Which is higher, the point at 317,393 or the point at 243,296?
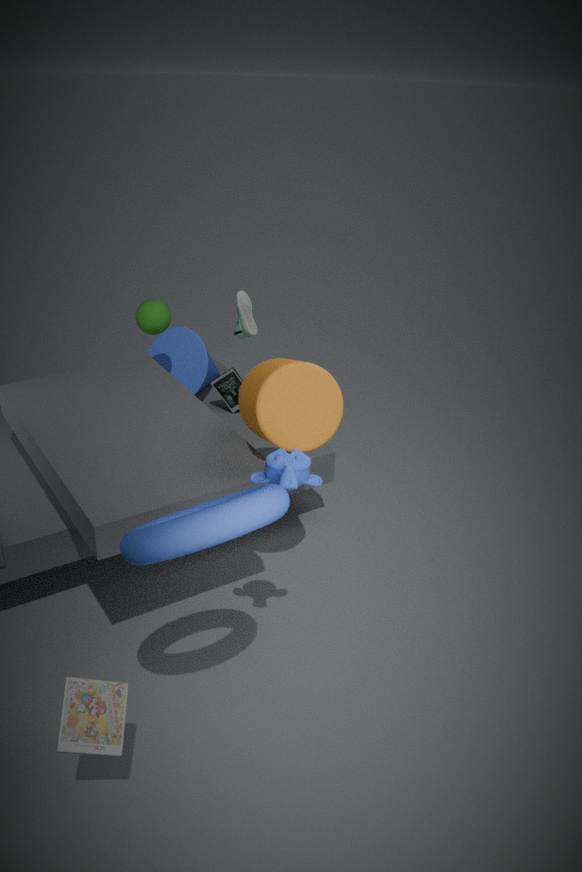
the point at 317,393
